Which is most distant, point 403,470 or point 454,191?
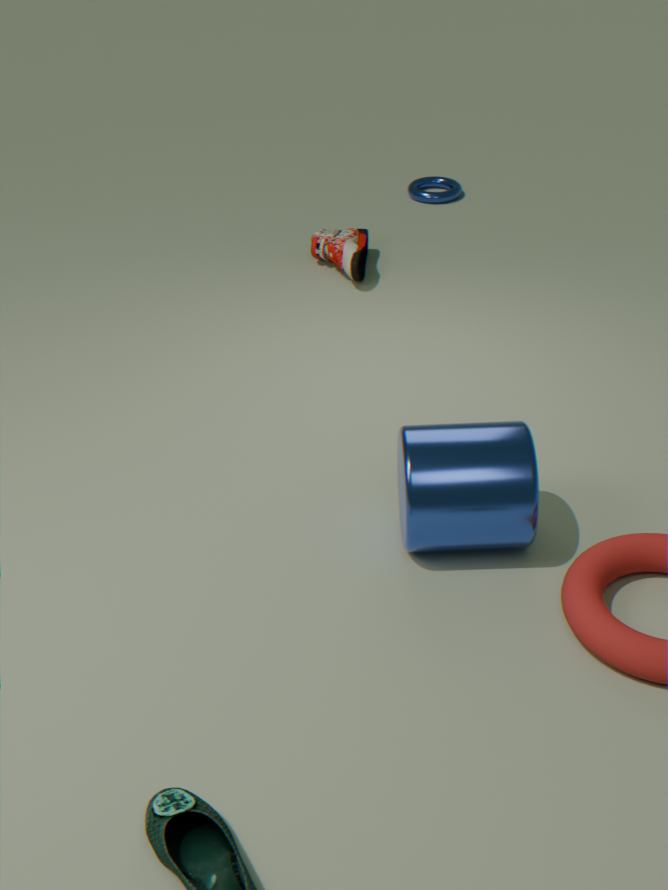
point 454,191
